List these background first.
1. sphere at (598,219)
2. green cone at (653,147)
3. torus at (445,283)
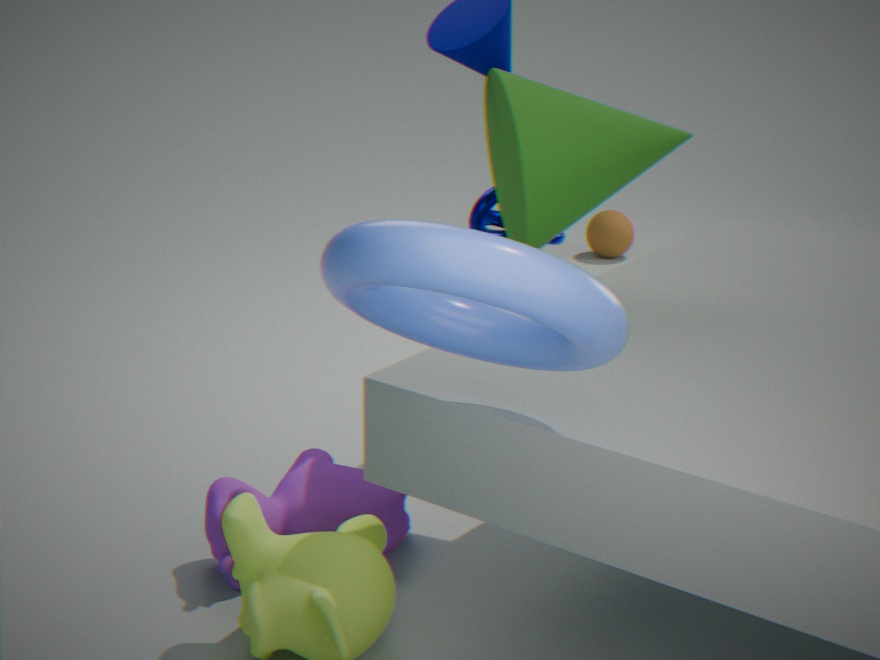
sphere at (598,219)
green cone at (653,147)
torus at (445,283)
